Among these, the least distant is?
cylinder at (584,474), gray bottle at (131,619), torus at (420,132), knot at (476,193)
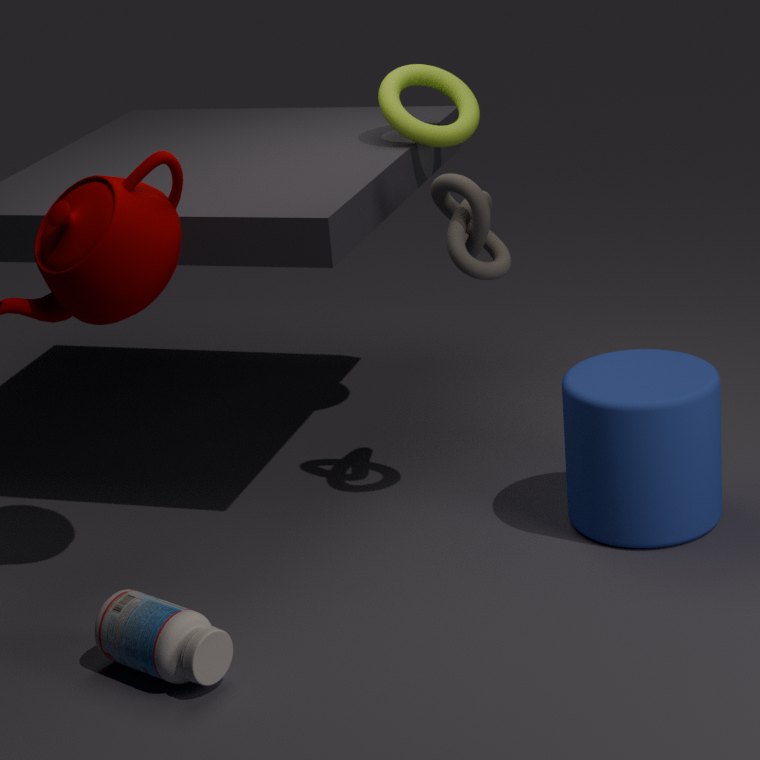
gray bottle at (131,619)
